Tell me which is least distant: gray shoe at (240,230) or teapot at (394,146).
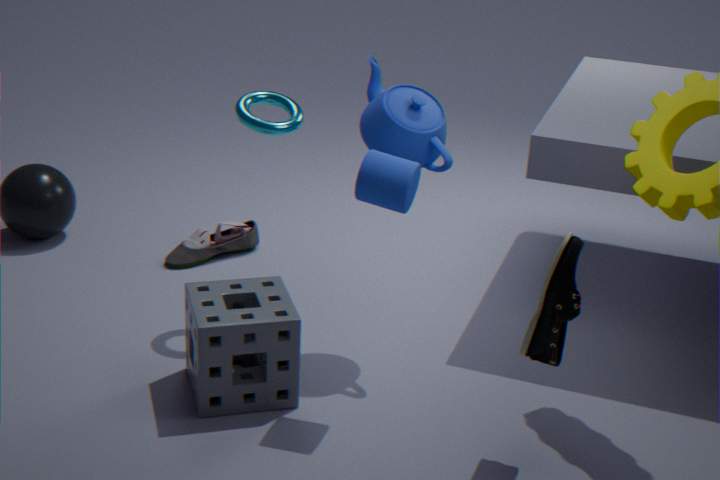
teapot at (394,146)
